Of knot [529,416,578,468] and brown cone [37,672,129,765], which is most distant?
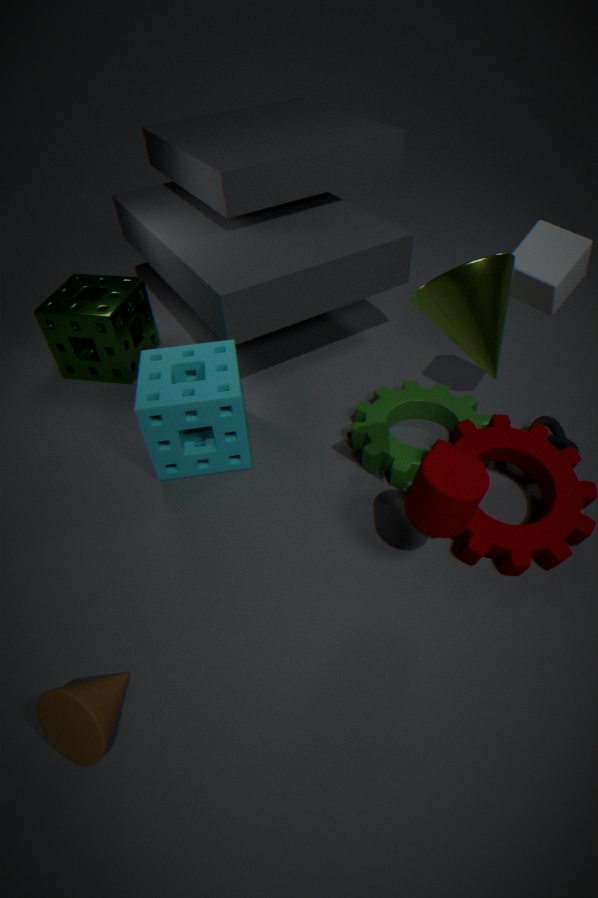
knot [529,416,578,468]
